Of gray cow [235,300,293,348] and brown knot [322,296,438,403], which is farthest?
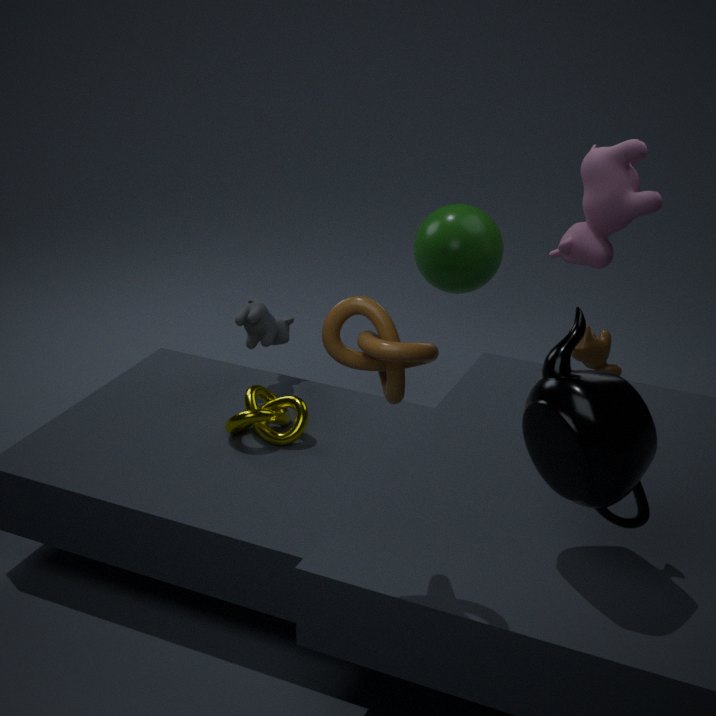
gray cow [235,300,293,348]
